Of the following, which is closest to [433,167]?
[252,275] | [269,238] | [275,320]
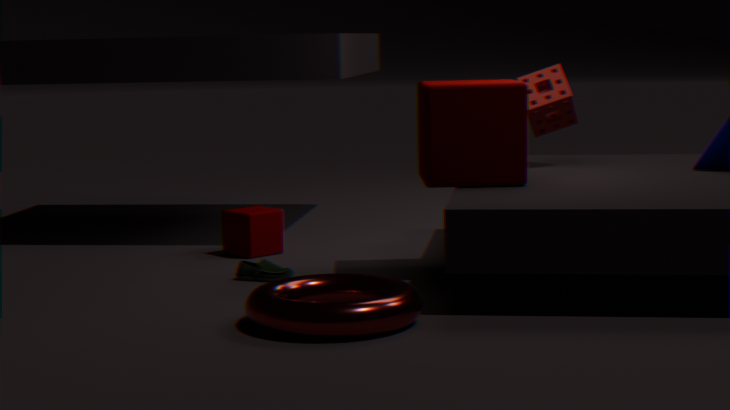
[252,275]
